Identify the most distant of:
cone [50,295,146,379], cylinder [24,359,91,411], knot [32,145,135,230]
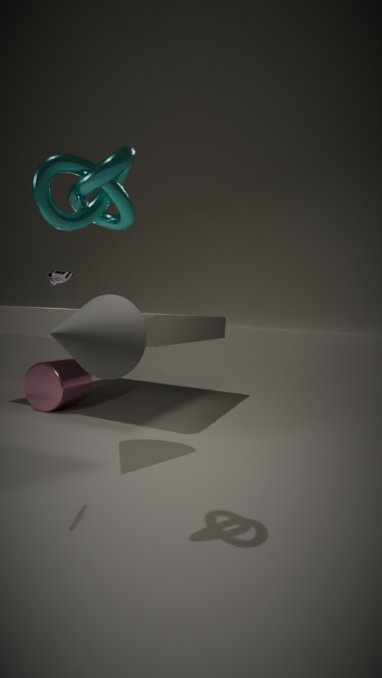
cylinder [24,359,91,411]
